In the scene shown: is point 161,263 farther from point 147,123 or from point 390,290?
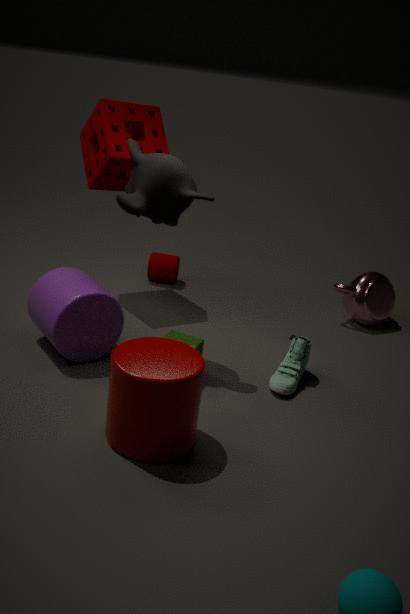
point 390,290
